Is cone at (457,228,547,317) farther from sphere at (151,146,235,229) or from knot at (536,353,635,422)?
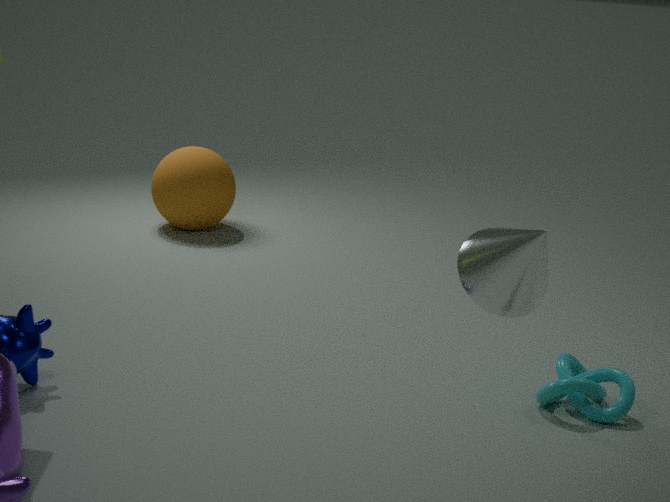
sphere at (151,146,235,229)
